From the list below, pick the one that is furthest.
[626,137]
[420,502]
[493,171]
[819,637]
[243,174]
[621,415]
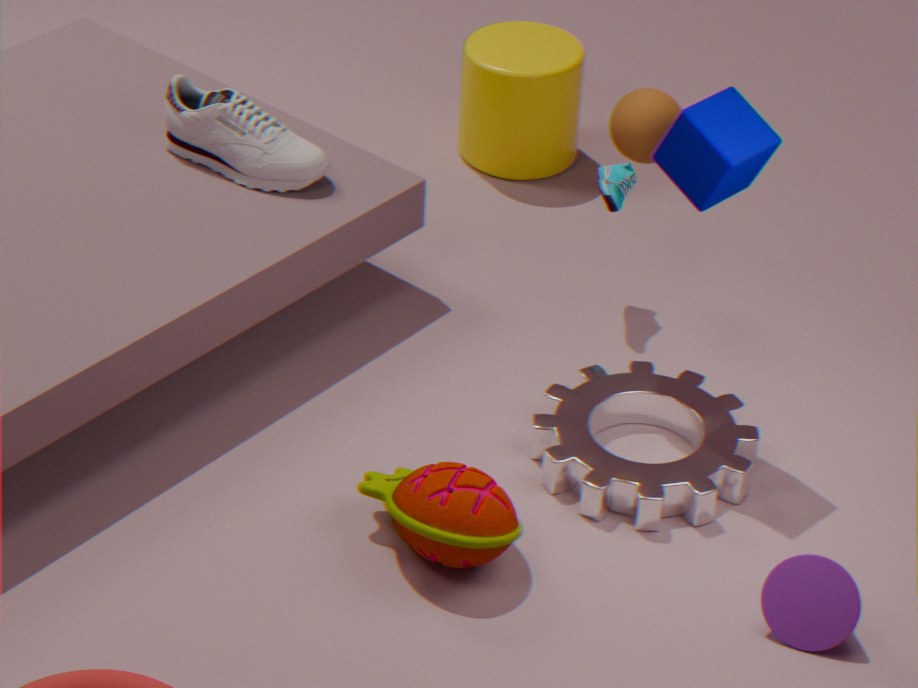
[493,171]
